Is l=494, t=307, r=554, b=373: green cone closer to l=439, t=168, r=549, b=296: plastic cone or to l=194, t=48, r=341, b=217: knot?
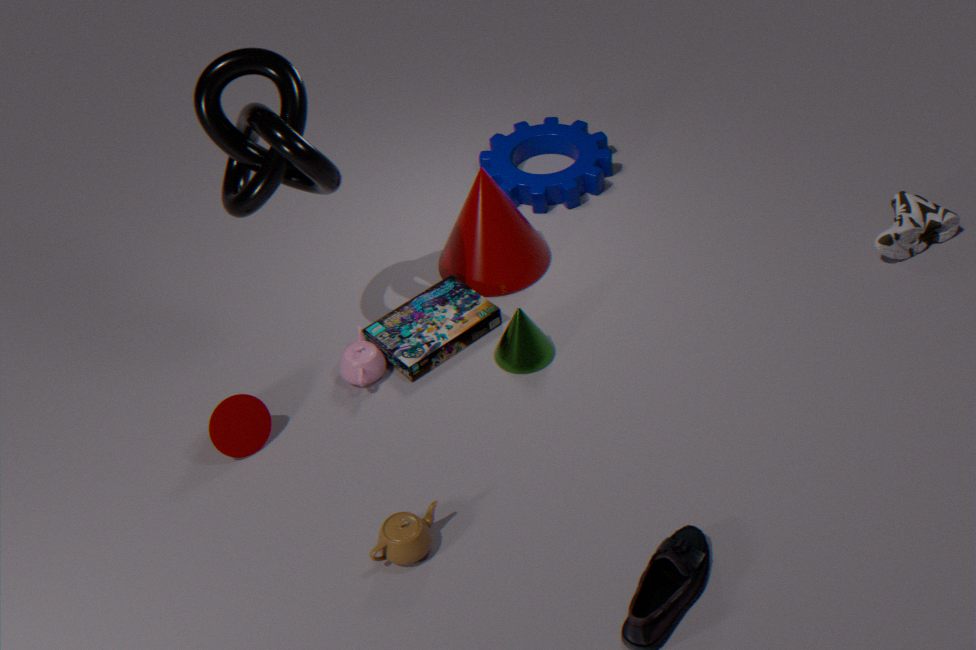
l=439, t=168, r=549, b=296: plastic cone
